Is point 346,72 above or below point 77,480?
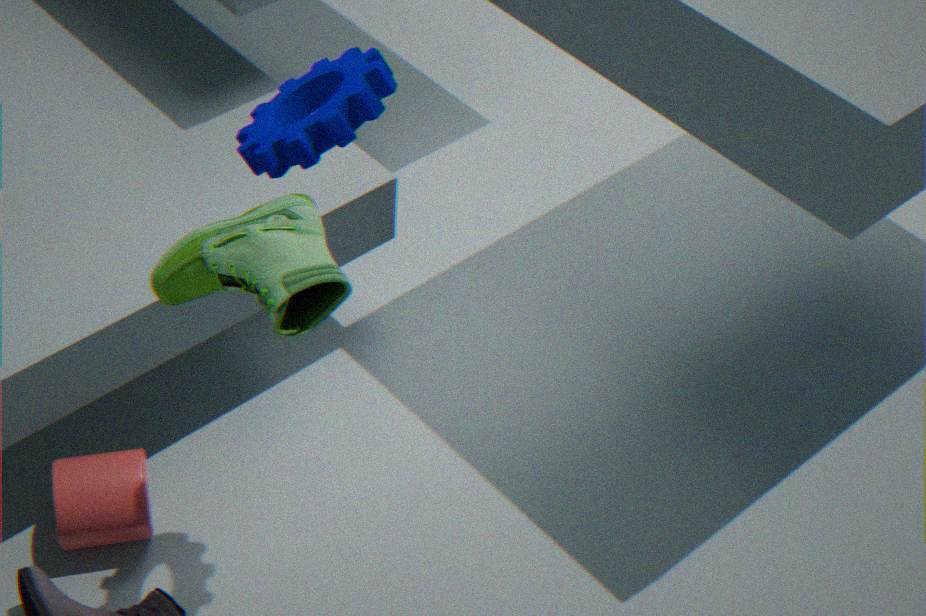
above
